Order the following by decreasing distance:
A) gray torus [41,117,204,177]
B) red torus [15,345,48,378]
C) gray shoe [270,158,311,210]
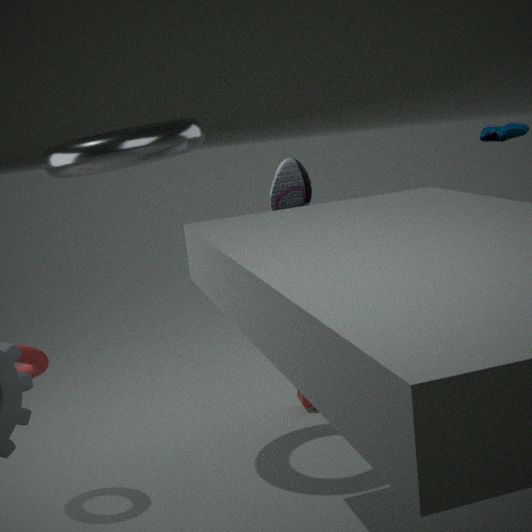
gray shoe [270,158,311,210]
red torus [15,345,48,378]
gray torus [41,117,204,177]
